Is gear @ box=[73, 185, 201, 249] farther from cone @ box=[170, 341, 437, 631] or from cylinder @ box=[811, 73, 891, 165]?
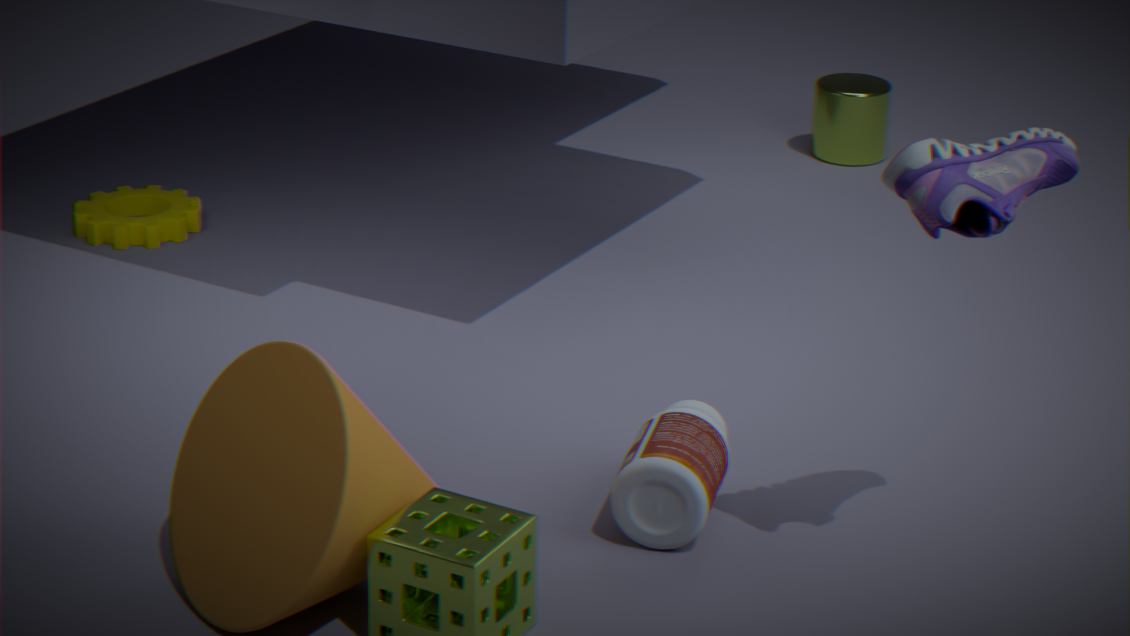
cylinder @ box=[811, 73, 891, 165]
